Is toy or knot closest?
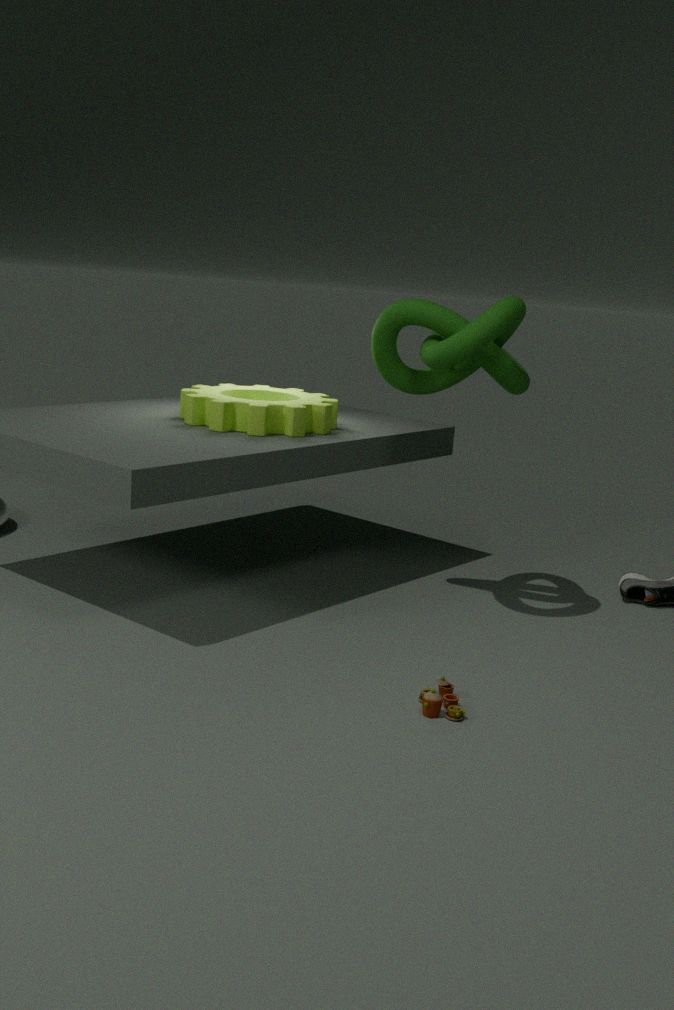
toy
